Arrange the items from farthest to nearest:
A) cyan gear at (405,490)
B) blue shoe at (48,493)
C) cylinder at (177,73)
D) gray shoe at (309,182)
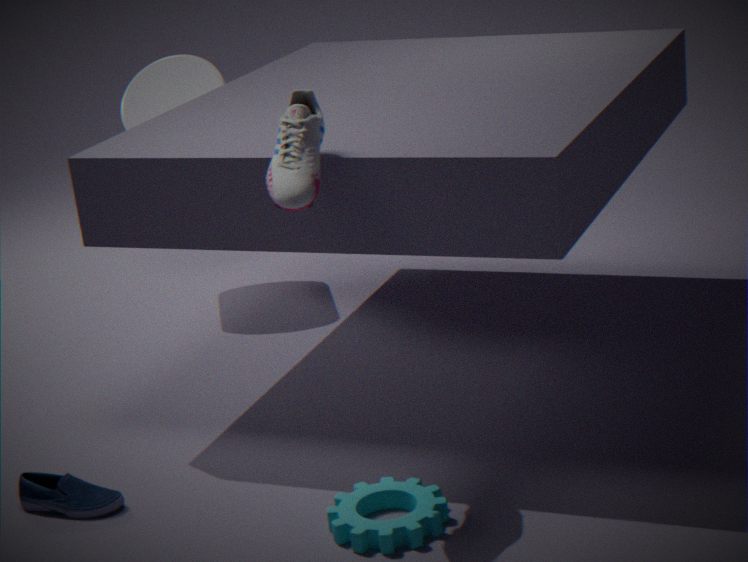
cylinder at (177,73)
blue shoe at (48,493)
cyan gear at (405,490)
gray shoe at (309,182)
